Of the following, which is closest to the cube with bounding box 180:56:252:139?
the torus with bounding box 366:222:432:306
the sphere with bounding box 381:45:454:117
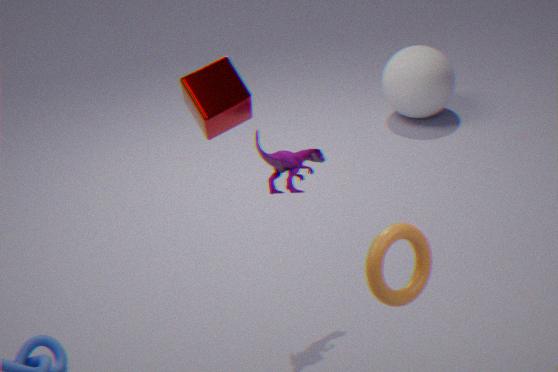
the torus with bounding box 366:222:432:306
